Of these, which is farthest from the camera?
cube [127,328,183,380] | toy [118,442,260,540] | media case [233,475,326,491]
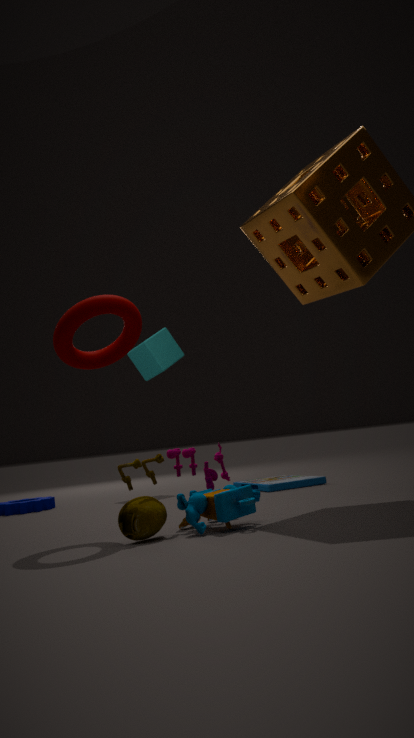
cube [127,328,183,380]
